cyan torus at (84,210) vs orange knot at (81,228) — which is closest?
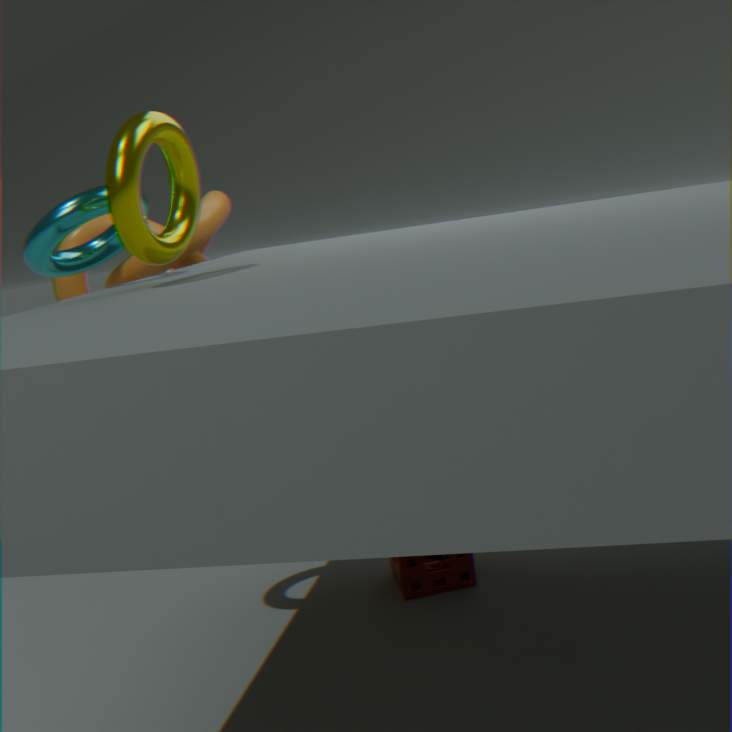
cyan torus at (84,210)
